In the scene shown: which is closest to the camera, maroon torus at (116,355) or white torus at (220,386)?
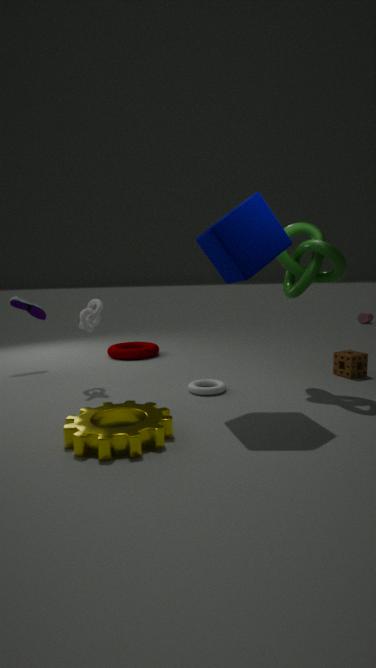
white torus at (220,386)
